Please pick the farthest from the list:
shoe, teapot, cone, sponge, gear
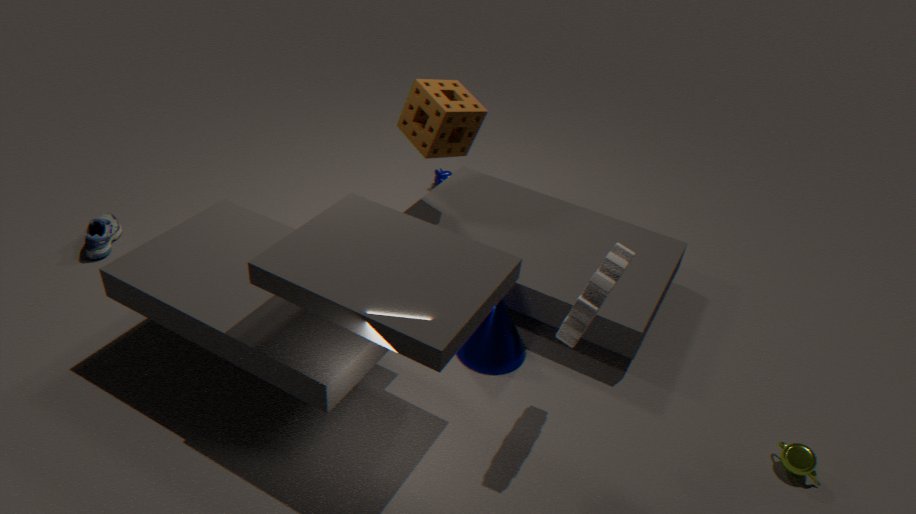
shoe
